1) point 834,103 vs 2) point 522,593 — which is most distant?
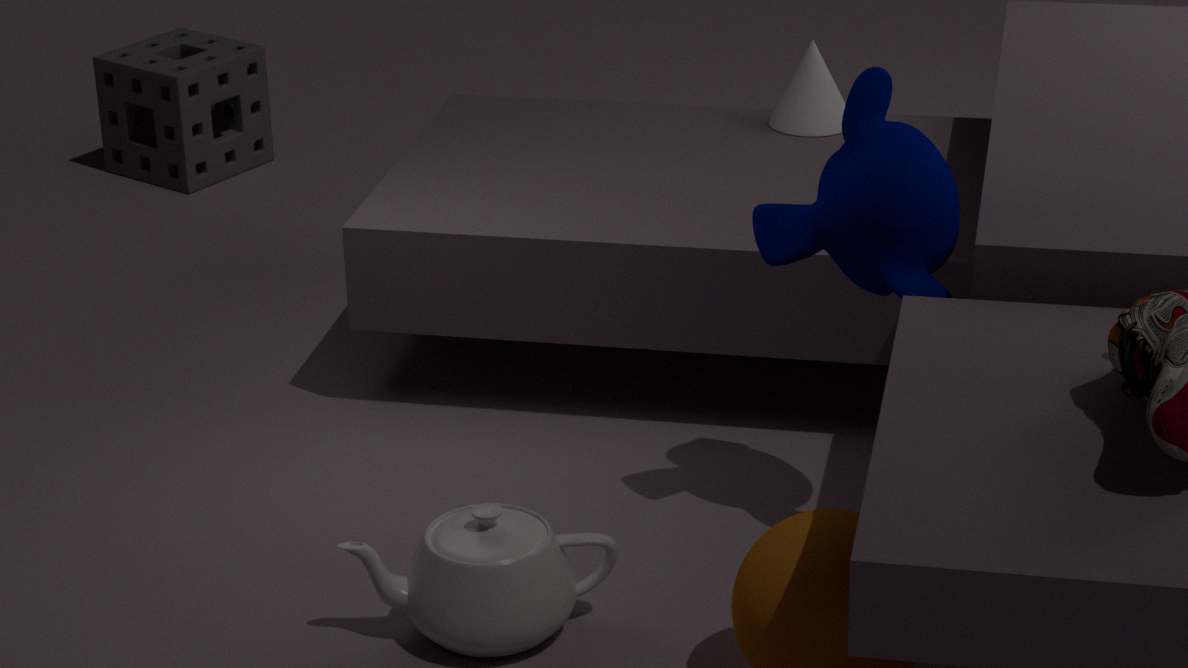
1. point 834,103
